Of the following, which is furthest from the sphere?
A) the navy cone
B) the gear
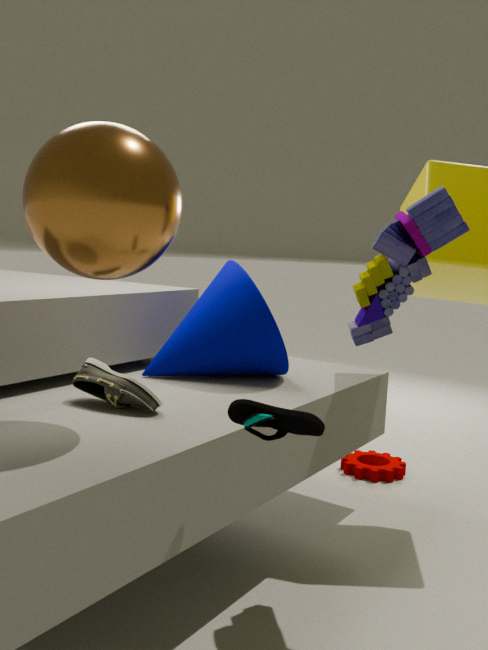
the gear
